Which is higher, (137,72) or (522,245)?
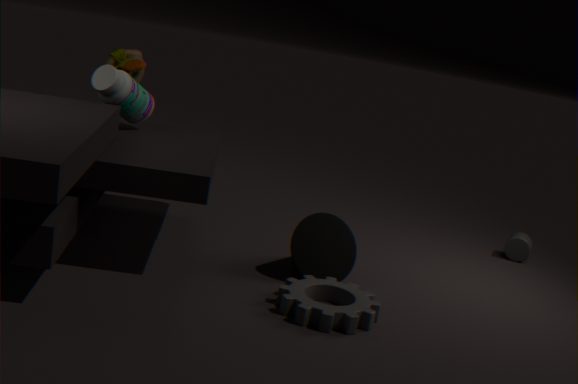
(137,72)
